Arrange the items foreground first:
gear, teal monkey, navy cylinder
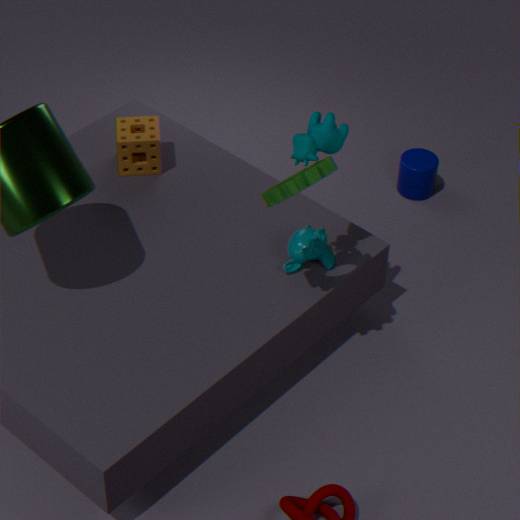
gear
teal monkey
navy cylinder
